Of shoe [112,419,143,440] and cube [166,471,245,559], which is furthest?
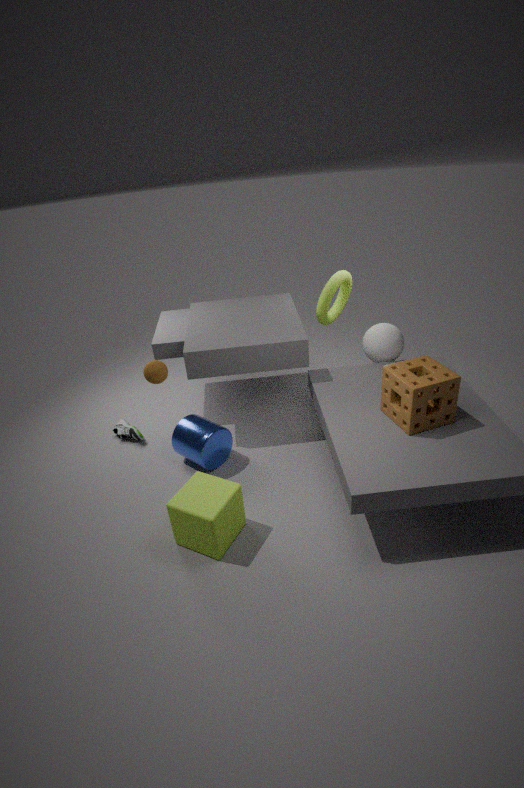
shoe [112,419,143,440]
